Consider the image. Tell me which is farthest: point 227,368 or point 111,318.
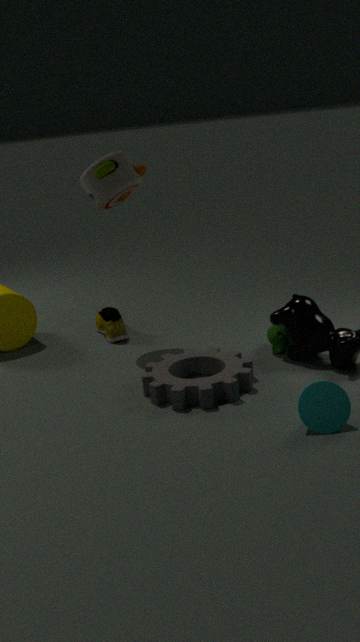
point 111,318
